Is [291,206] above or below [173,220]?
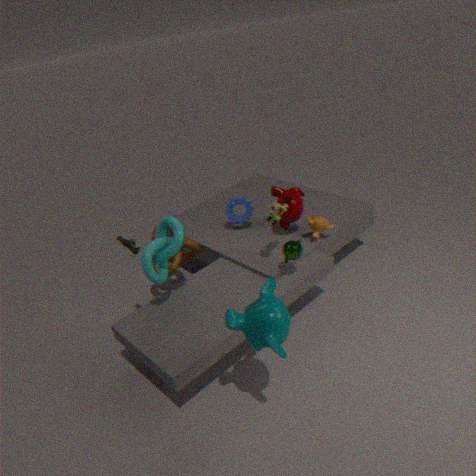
below
